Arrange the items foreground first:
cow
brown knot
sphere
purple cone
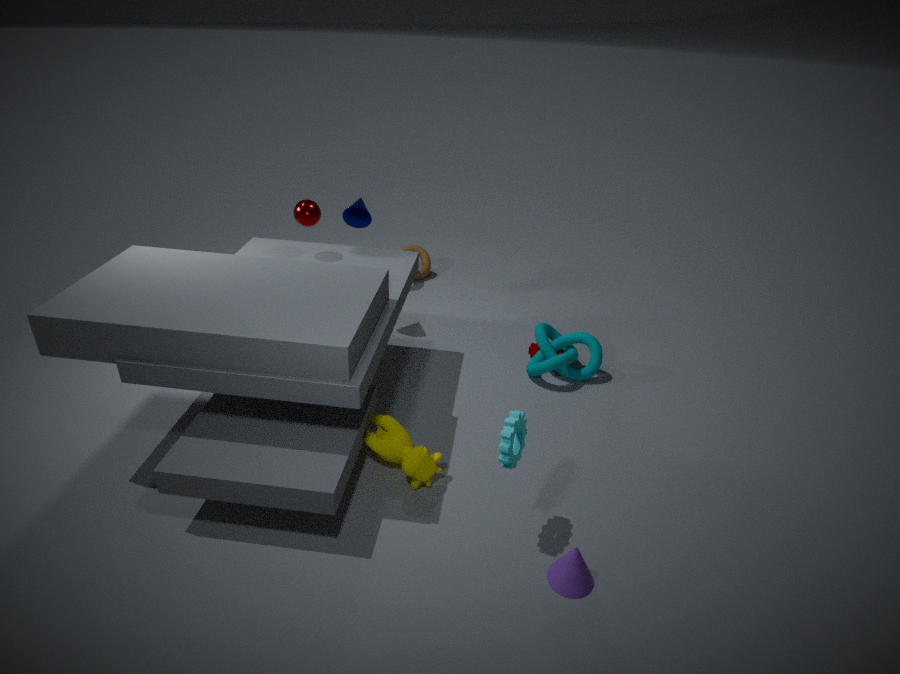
1. purple cone
2. cow
3. sphere
4. brown knot
